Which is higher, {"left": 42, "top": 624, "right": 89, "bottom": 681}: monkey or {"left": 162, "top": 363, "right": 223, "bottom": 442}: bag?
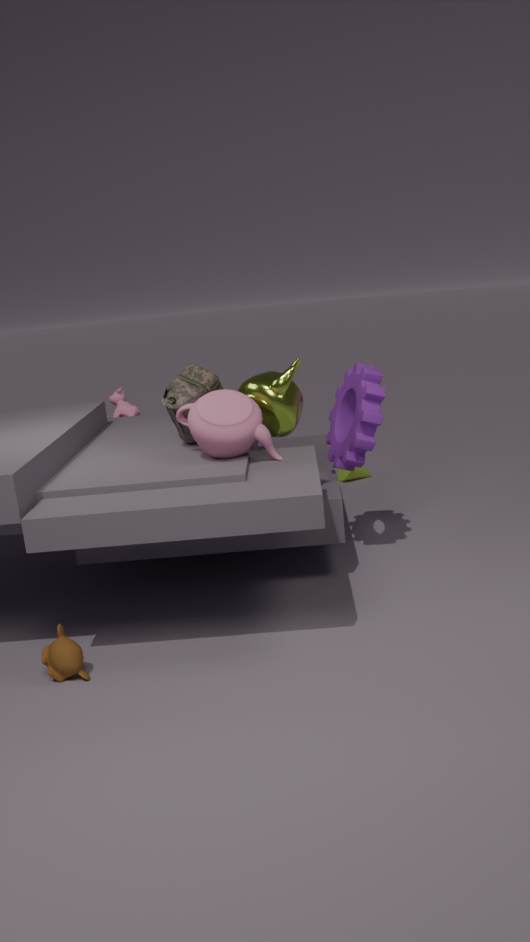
{"left": 162, "top": 363, "right": 223, "bottom": 442}: bag
